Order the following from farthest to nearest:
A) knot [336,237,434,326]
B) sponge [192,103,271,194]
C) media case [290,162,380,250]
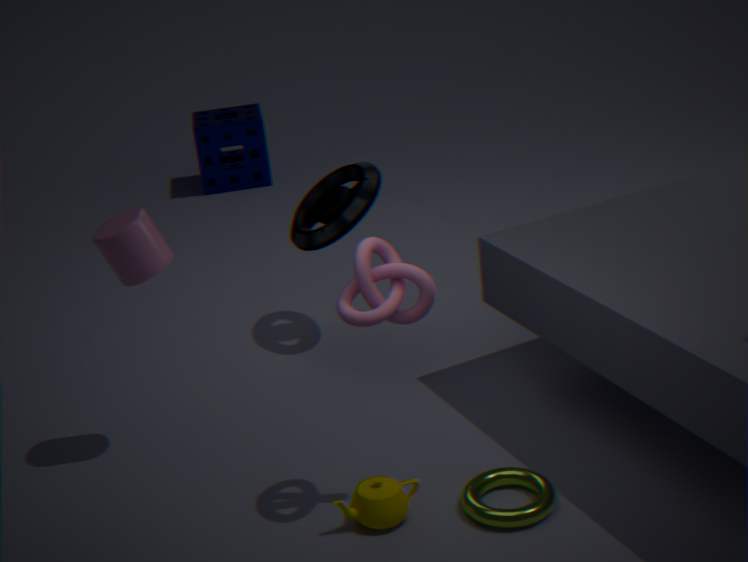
sponge [192,103,271,194] → media case [290,162,380,250] → knot [336,237,434,326]
